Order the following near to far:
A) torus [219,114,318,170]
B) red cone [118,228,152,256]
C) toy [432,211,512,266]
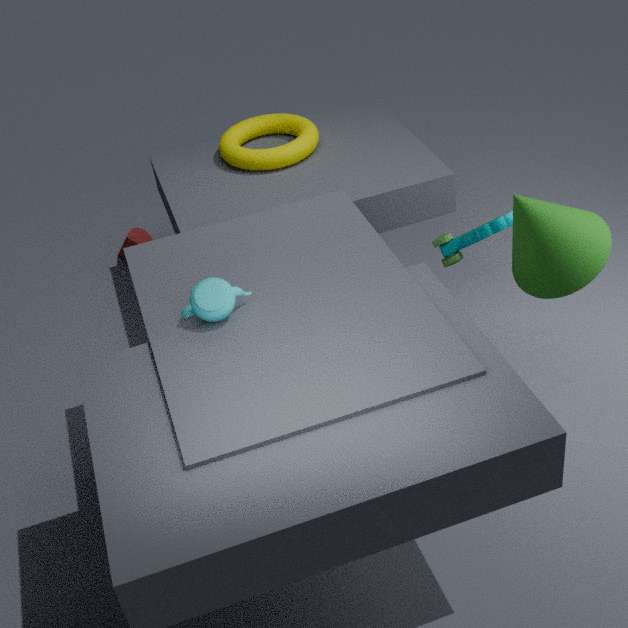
toy [432,211,512,266] → torus [219,114,318,170] → red cone [118,228,152,256]
